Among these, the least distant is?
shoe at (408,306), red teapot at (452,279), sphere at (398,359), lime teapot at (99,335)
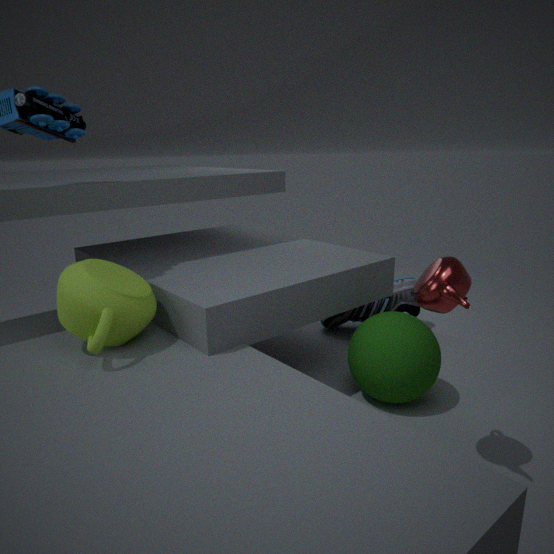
red teapot at (452,279)
